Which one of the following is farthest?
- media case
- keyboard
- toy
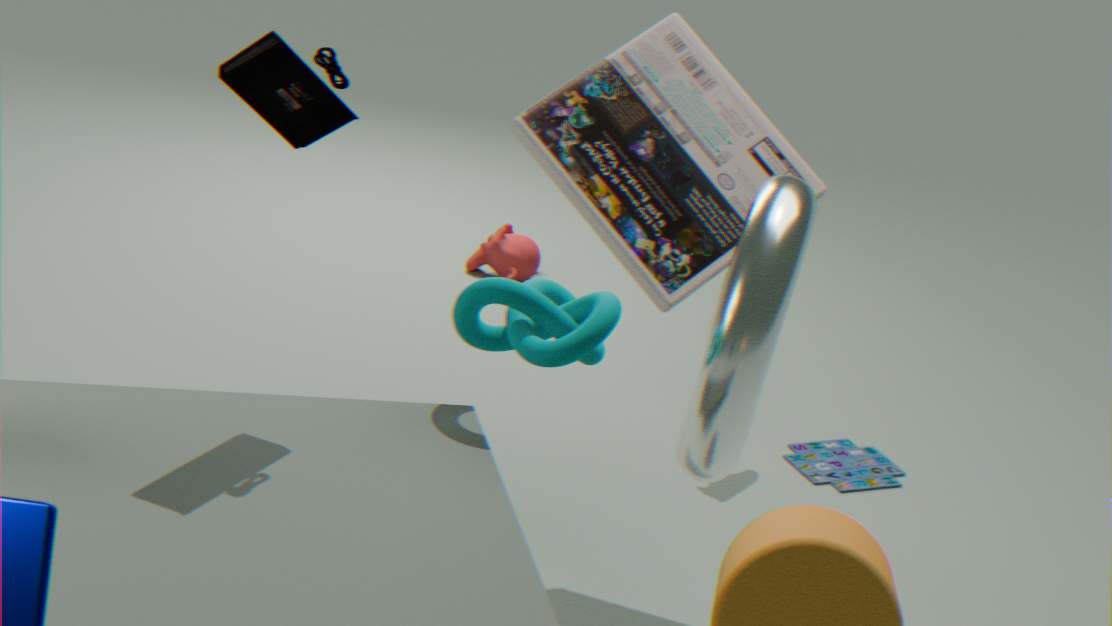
toy
